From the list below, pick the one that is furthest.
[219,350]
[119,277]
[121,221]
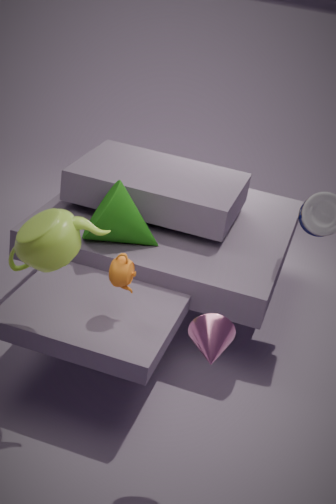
[121,221]
